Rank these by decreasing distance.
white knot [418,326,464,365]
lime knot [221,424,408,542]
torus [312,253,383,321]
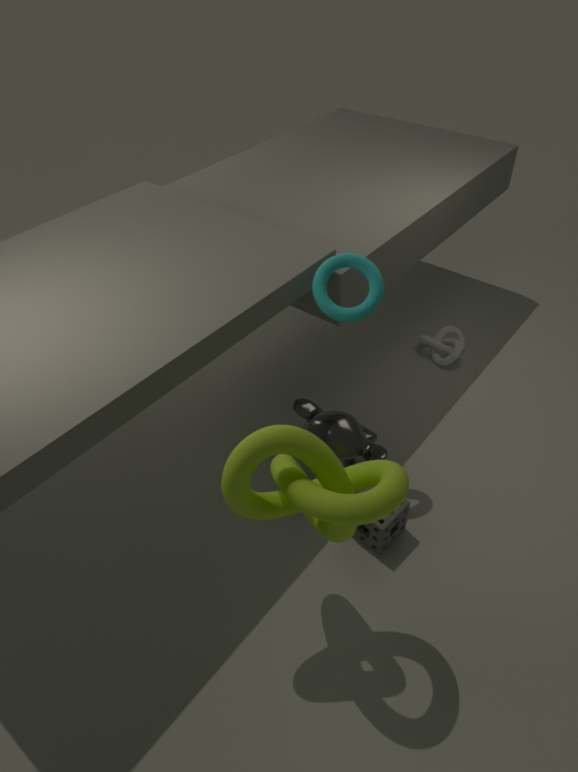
white knot [418,326,464,365] → torus [312,253,383,321] → lime knot [221,424,408,542]
